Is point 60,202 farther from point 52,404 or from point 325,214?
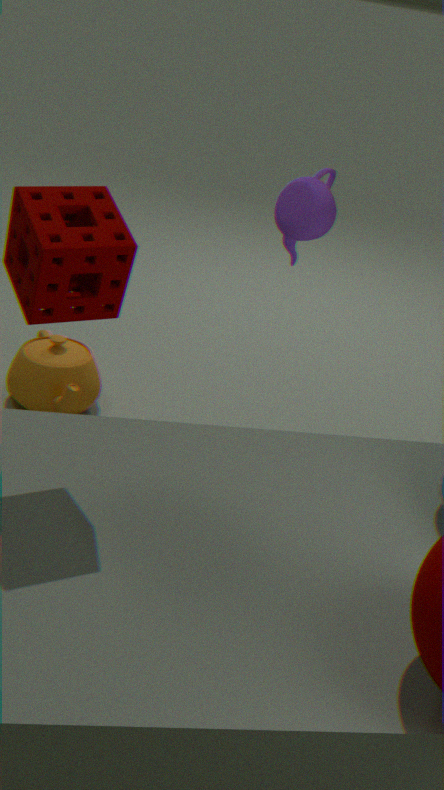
point 52,404
